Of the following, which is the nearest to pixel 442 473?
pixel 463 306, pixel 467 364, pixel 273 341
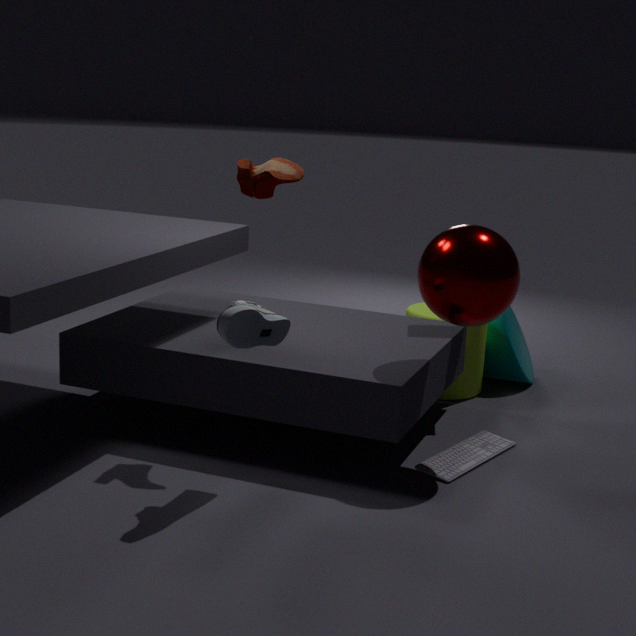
pixel 463 306
